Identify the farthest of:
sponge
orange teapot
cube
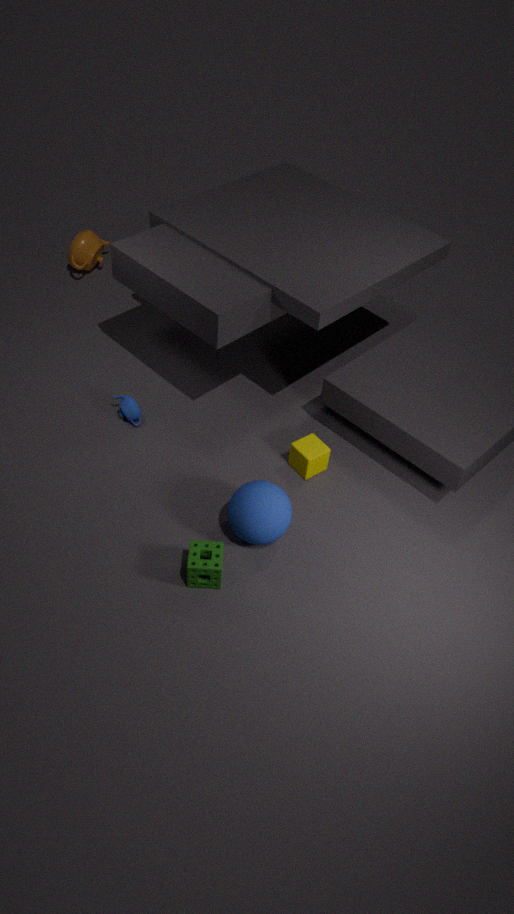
orange teapot
